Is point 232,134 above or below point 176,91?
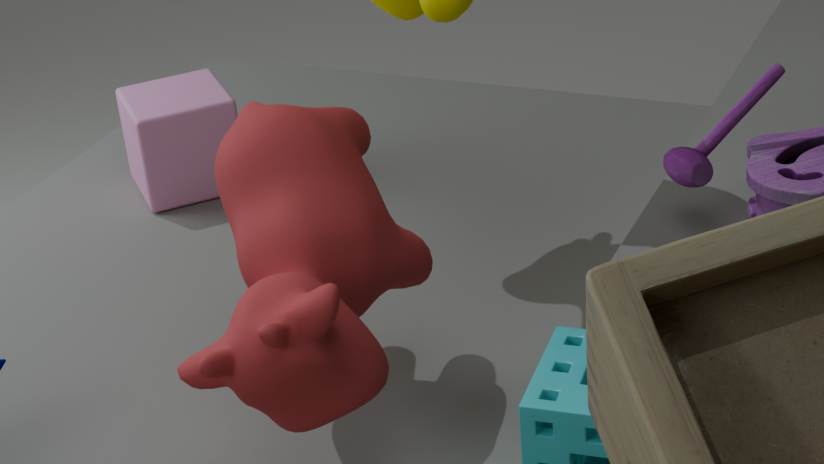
above
